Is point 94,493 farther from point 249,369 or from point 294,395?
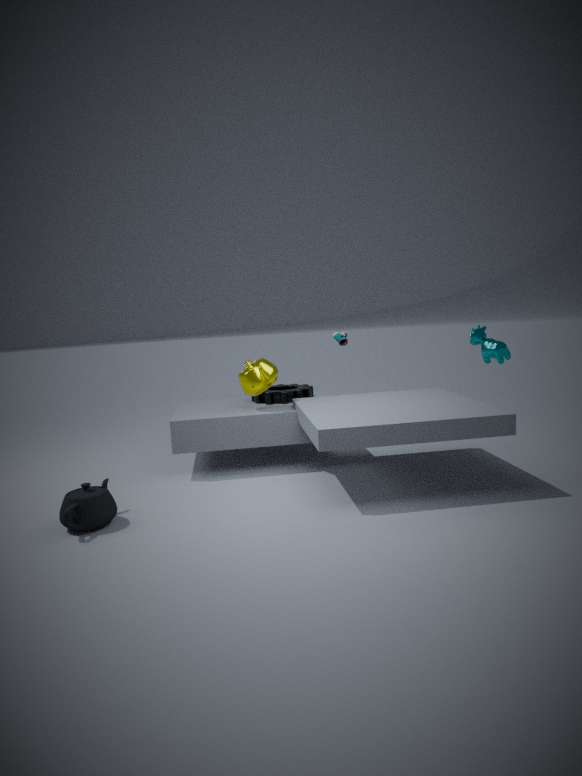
point 294,395
